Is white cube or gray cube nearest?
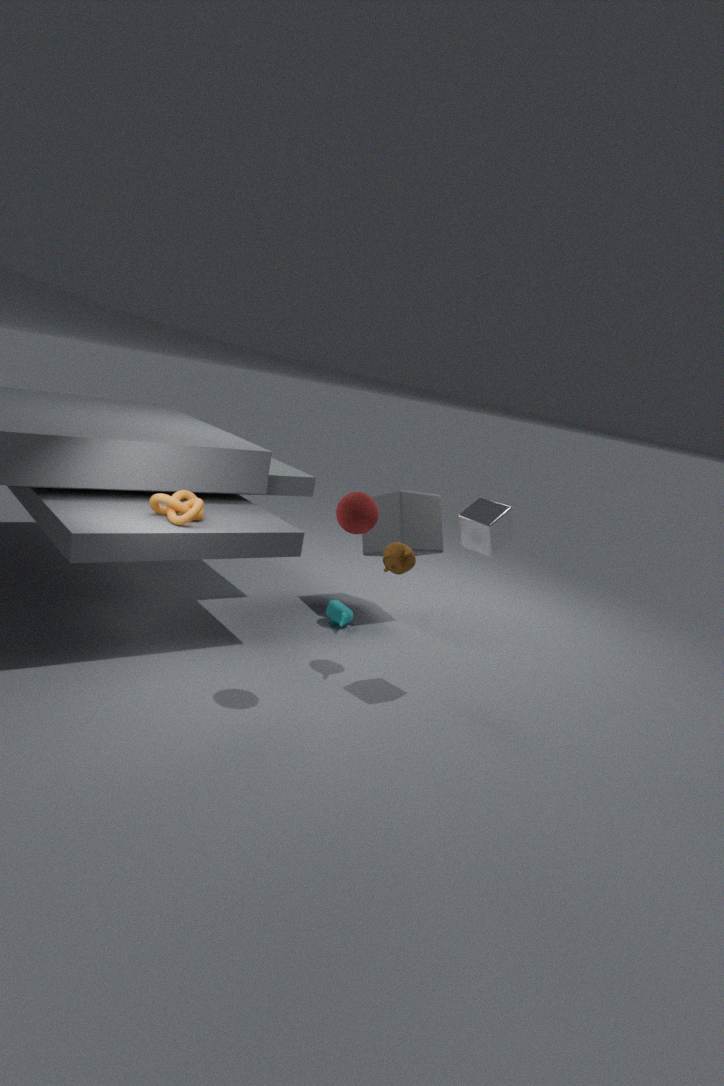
white cube
